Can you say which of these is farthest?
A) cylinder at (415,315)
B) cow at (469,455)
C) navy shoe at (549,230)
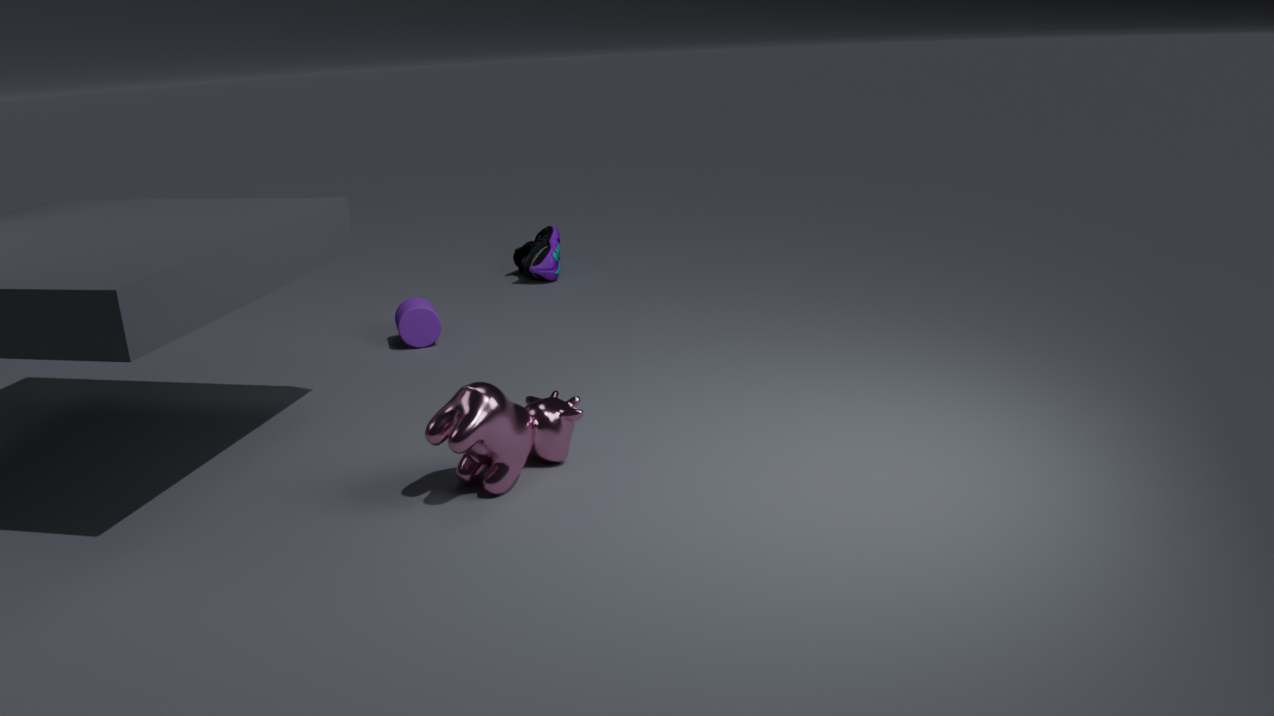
navy shoe at (549,230)
